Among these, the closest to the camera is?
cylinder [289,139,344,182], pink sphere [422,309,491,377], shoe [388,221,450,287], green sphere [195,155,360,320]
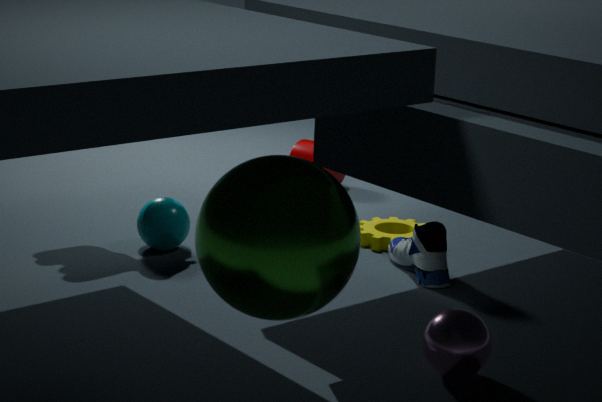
green sphere [195,155,360,320]
